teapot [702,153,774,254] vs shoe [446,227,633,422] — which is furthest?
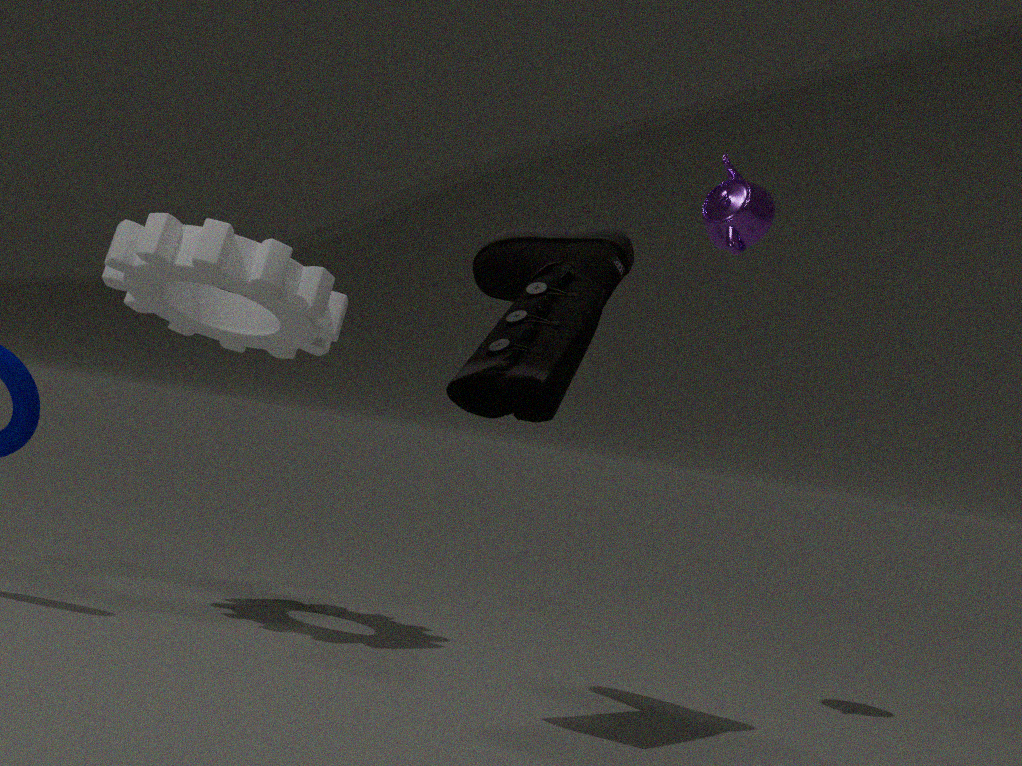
teapot [702,153,774,254]
